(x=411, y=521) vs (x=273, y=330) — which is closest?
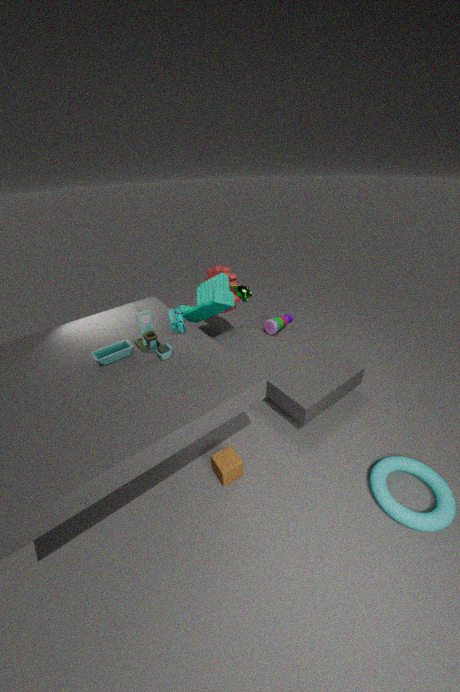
(x=411, y=521)
